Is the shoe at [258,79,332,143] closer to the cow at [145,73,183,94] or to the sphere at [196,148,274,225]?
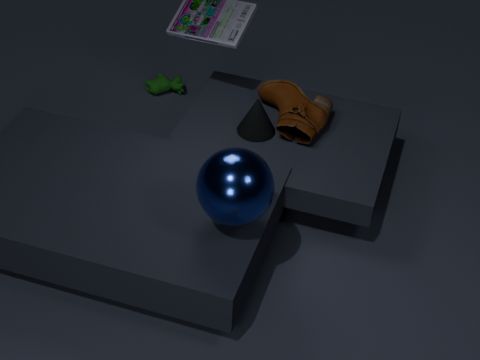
the sphere at [196,148,274,225]
